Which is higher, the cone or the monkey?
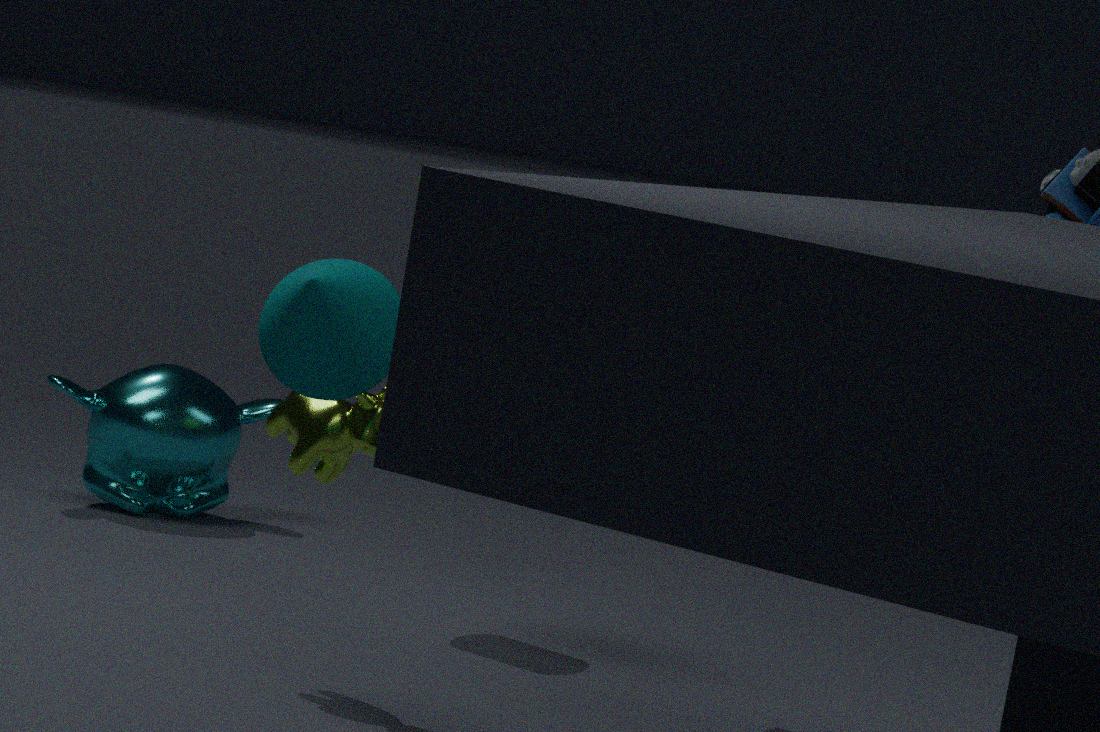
the cone
